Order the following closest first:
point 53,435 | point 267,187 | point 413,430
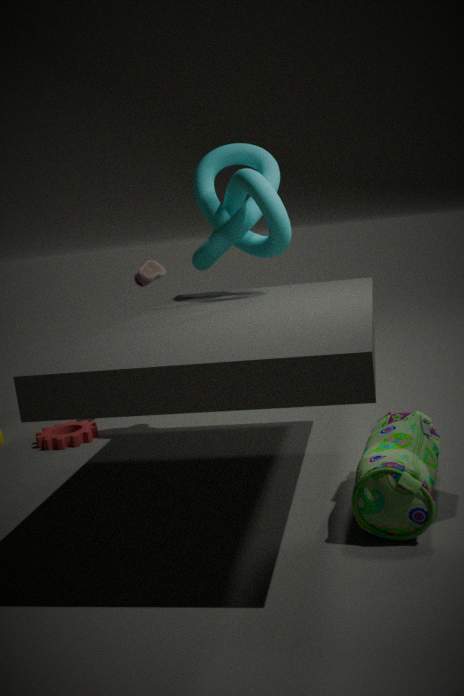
1. point 413,430
2. point 267,187
3. point 53,435
